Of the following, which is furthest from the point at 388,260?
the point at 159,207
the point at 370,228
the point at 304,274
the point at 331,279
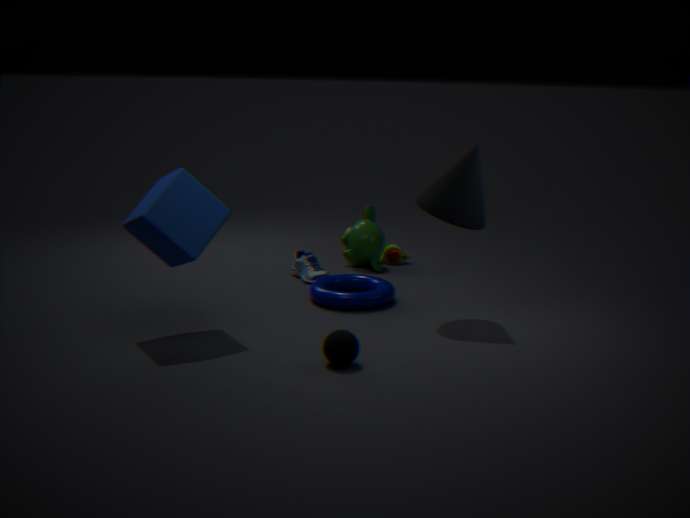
the point at 159,207
